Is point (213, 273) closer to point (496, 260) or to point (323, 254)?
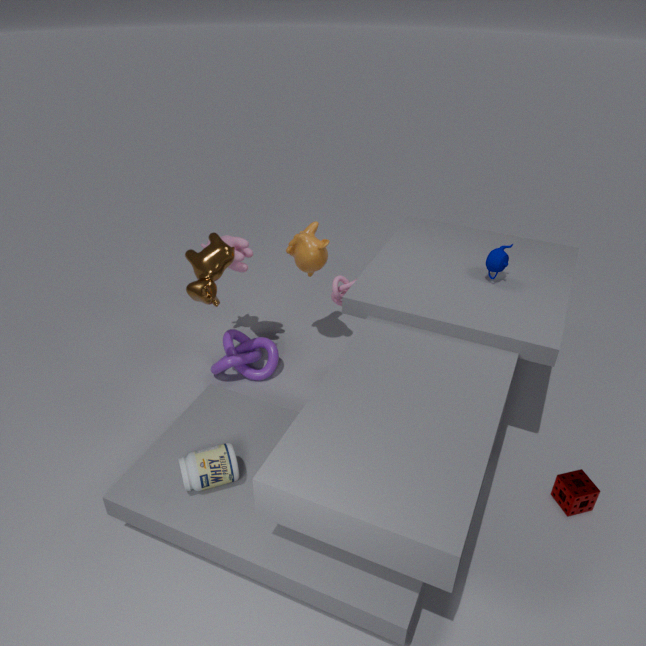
point (323, 254)
